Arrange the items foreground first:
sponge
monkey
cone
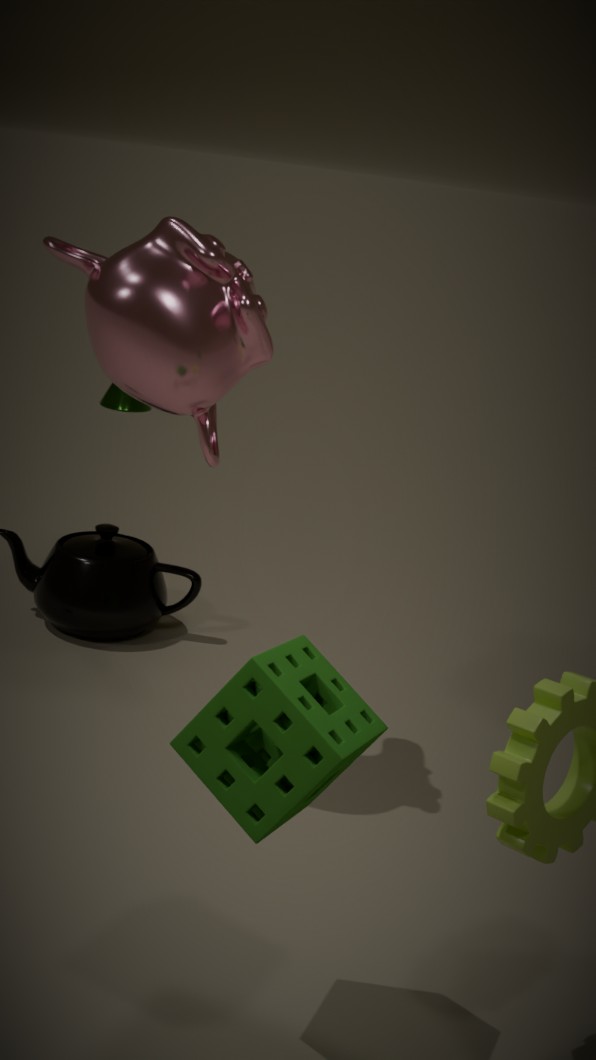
sponge, monkey, cone
